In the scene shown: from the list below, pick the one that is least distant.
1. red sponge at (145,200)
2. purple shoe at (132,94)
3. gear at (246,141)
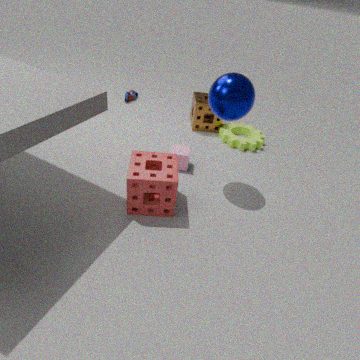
red sponge at (145,200)
